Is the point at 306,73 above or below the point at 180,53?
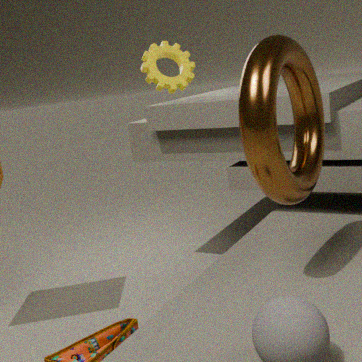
below
